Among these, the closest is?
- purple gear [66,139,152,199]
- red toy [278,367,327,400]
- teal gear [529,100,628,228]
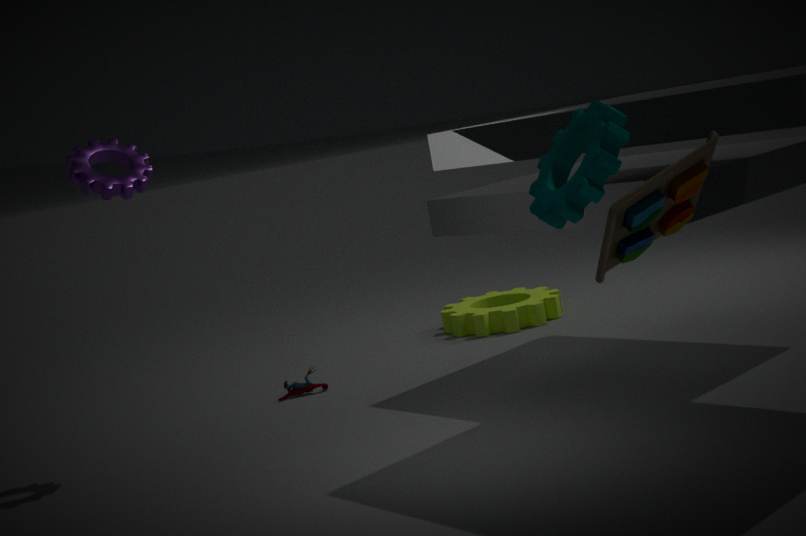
teal gear [529,100,628,228]
